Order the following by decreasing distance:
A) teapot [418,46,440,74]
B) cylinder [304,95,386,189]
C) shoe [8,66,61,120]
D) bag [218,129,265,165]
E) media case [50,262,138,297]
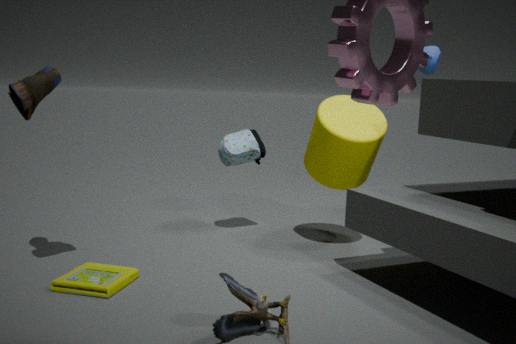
teapot [418,46,440,74] < bag [218,129,265,165] < cylinder [304,95,386,189] < shoe [8,66,61,120] < media case [50,262,138,297]
